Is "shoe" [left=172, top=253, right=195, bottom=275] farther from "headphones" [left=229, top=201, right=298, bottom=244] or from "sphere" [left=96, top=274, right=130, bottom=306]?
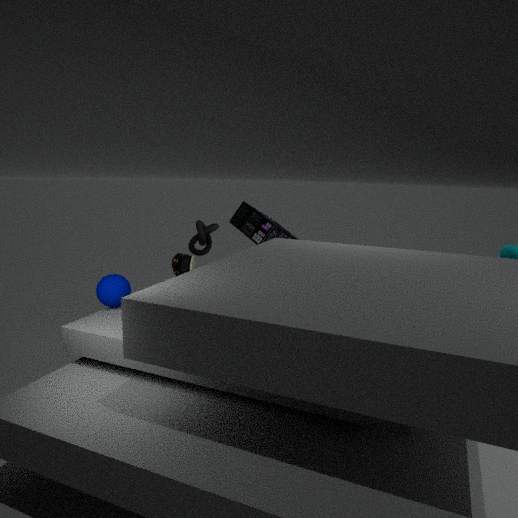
"headphones" [left=229, top=201, right=298, bottom=244]
